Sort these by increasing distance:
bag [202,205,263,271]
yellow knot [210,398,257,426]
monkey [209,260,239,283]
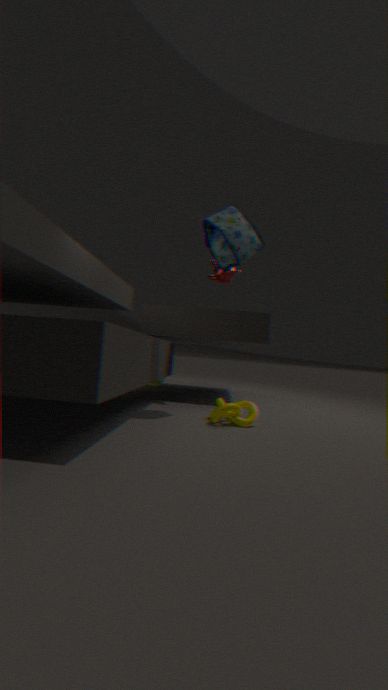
yellow knot [210,398,257,426] → bag [202,205,263,271] → monkey [209,260,239,283]
